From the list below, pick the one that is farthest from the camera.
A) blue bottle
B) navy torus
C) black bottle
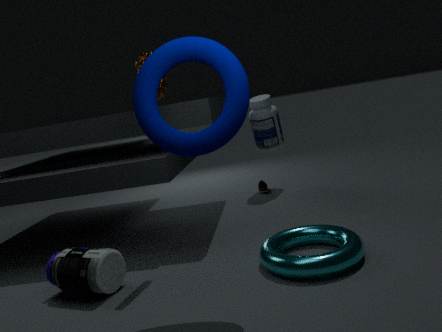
black bottle
